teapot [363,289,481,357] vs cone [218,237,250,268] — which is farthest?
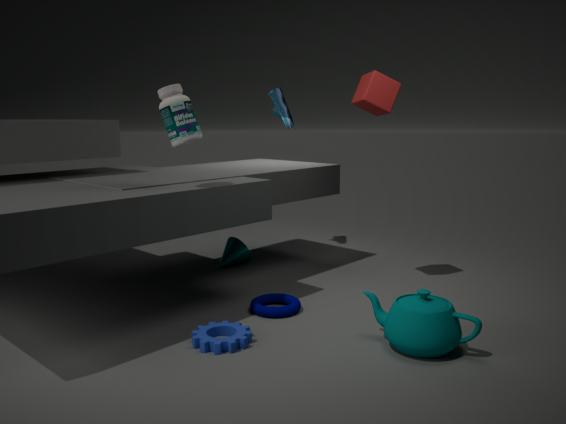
cone [218,237,250,268]
